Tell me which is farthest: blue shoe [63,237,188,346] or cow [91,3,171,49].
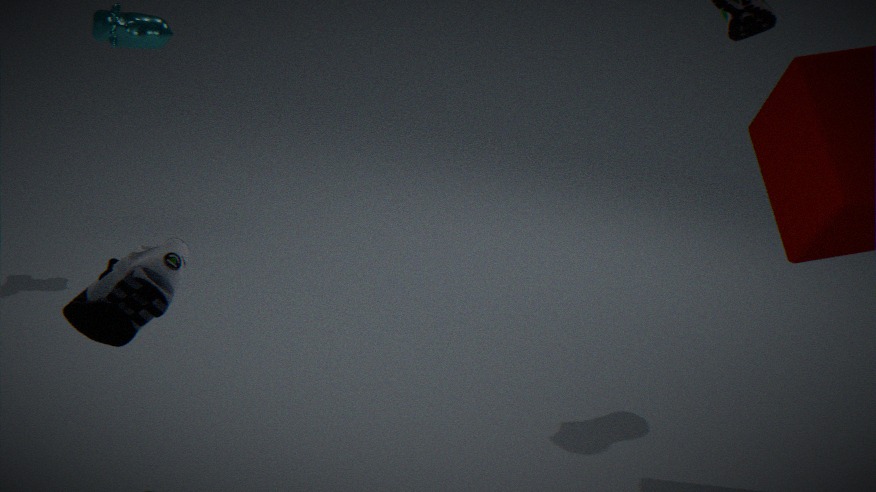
cow [91,3,171,49]
